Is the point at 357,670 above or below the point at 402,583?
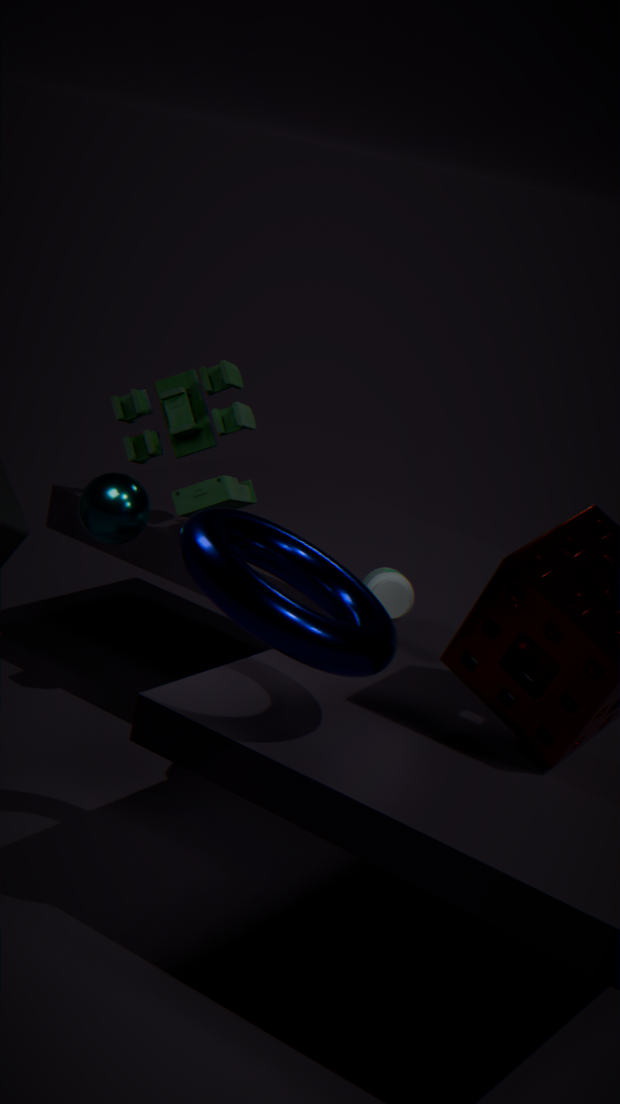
above
